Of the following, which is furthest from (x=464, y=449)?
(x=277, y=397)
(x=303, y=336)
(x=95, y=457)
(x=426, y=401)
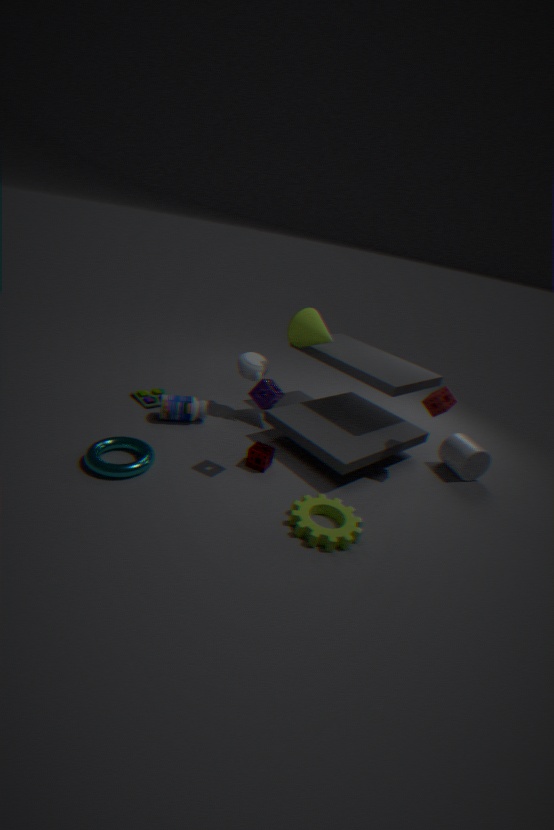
(x=95, y=457)
